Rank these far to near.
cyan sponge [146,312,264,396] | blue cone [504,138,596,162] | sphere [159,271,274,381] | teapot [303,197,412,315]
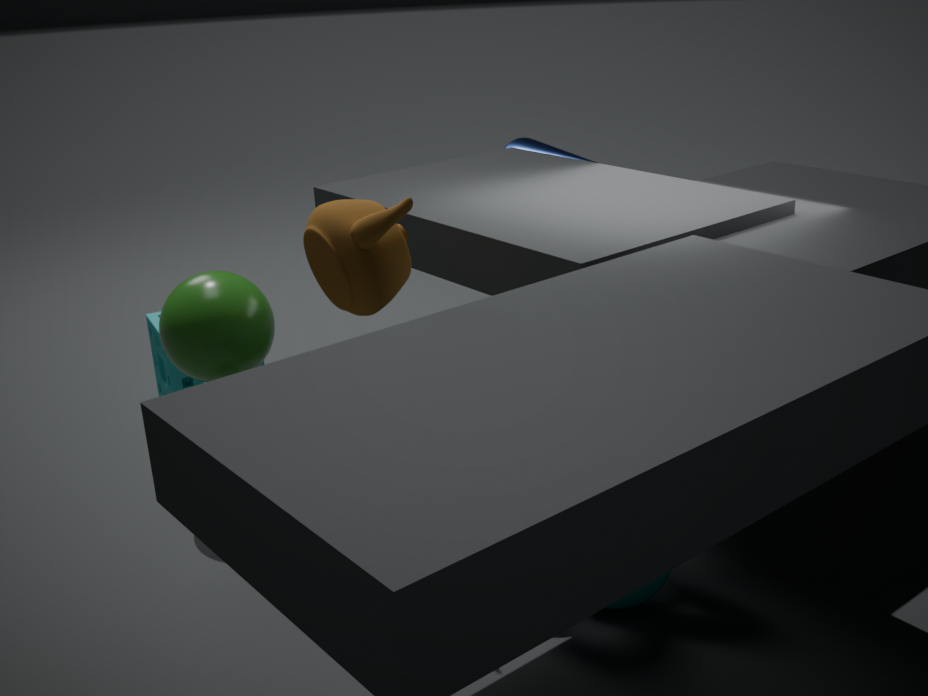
blue cone [504,138,596,162] → cyan sponge [146,312,264,396] → sphere [159,271,274,381] → teapot [303,197,412,315]
